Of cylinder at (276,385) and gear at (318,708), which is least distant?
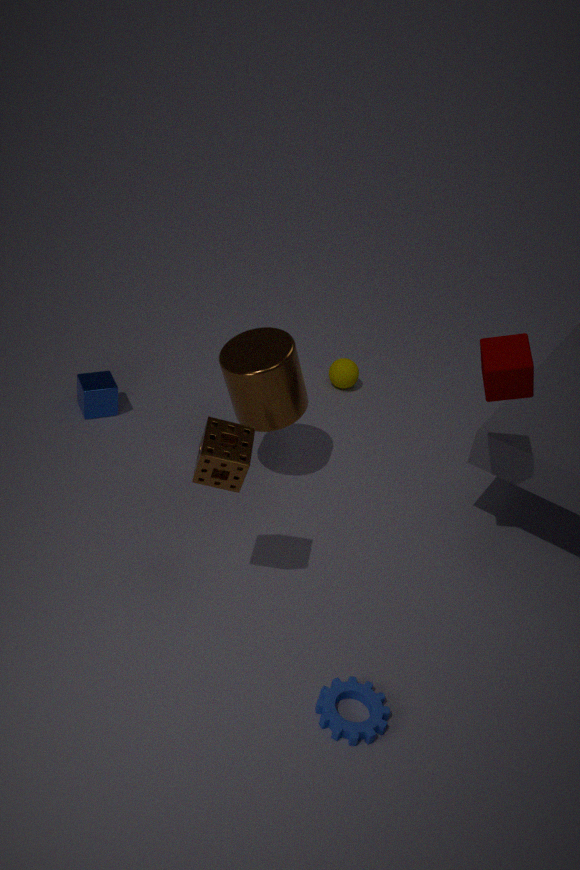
gear at (318,708)
